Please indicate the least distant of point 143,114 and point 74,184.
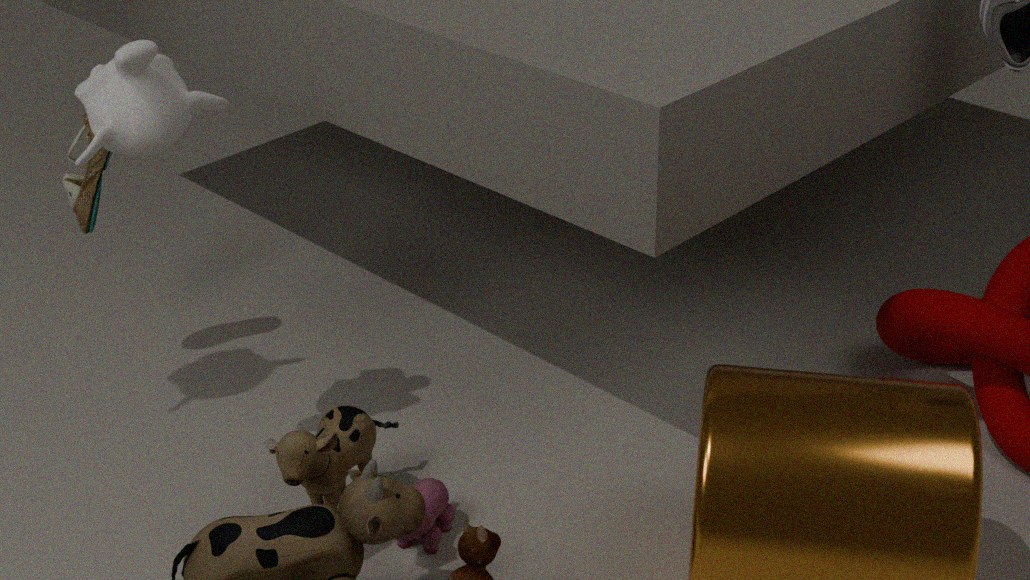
point 143,114
